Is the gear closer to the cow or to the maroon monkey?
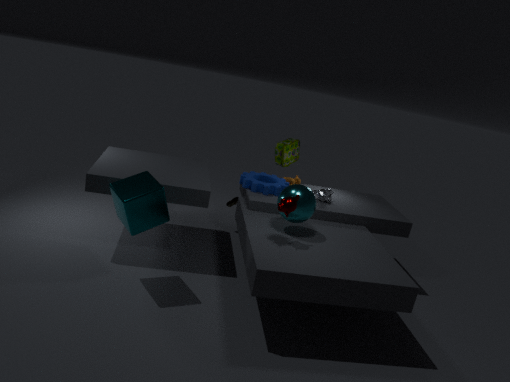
the cow
